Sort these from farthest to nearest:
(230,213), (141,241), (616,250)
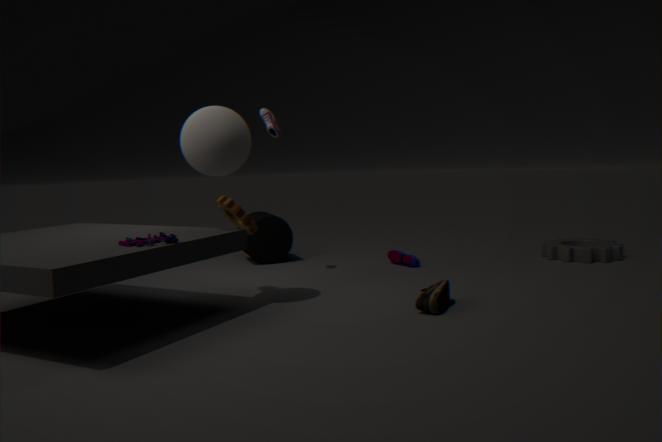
(616,250) < (230,213) < (141,241)
